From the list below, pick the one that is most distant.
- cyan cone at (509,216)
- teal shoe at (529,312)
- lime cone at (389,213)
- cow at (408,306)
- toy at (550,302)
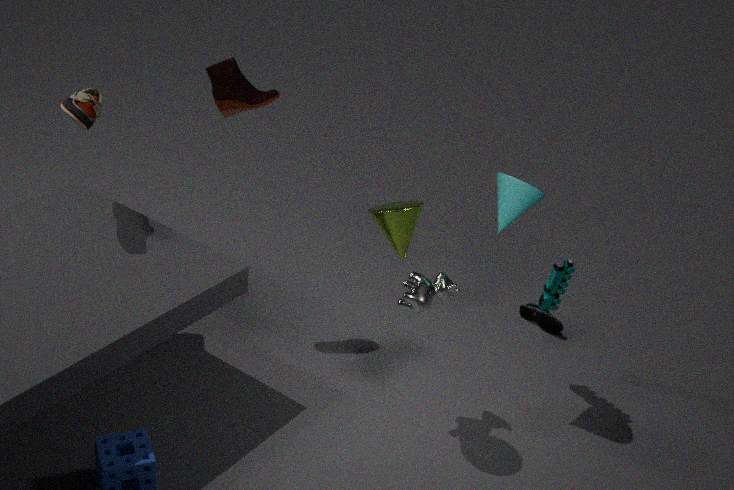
teal shoe at (529,312)
